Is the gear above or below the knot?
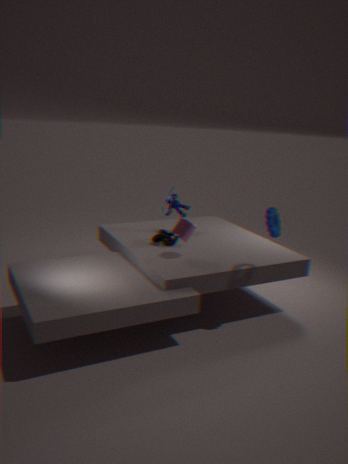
above
